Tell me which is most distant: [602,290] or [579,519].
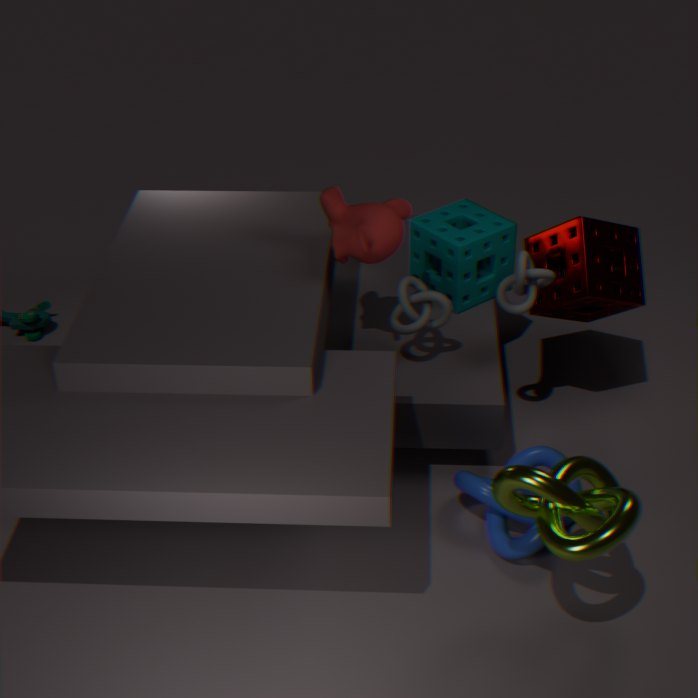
[602,290]
